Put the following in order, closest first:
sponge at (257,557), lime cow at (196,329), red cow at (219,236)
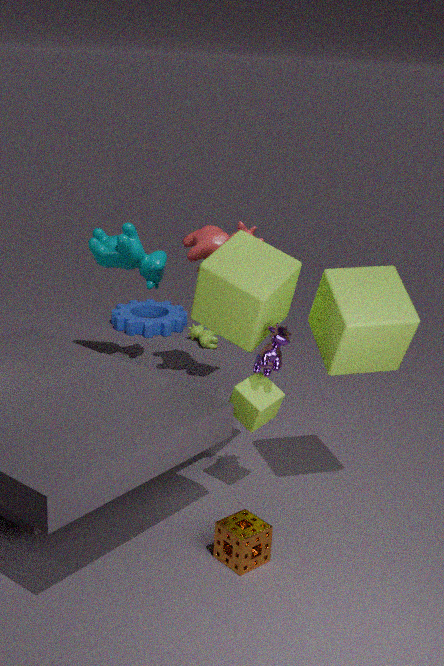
sponge at (257,557), red cow at (219,236), lime cow at (196,329)
